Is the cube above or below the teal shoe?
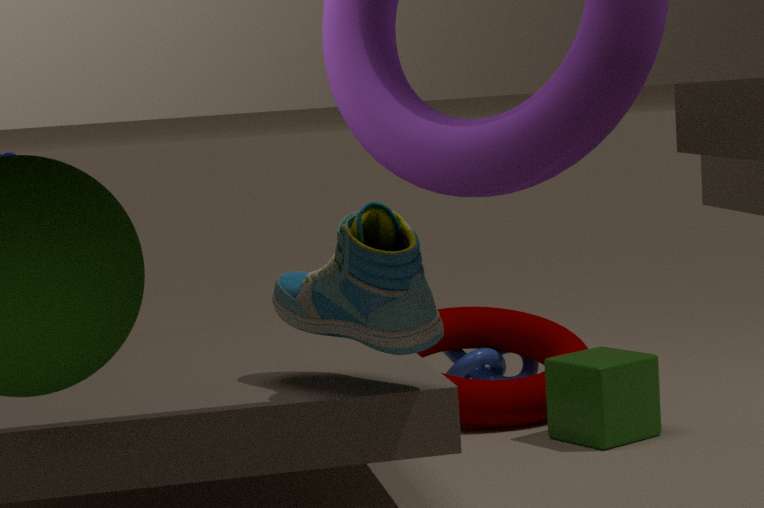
below
